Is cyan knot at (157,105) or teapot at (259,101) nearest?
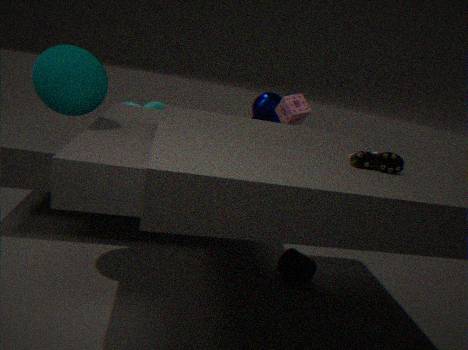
cyan knot at (157,105)
